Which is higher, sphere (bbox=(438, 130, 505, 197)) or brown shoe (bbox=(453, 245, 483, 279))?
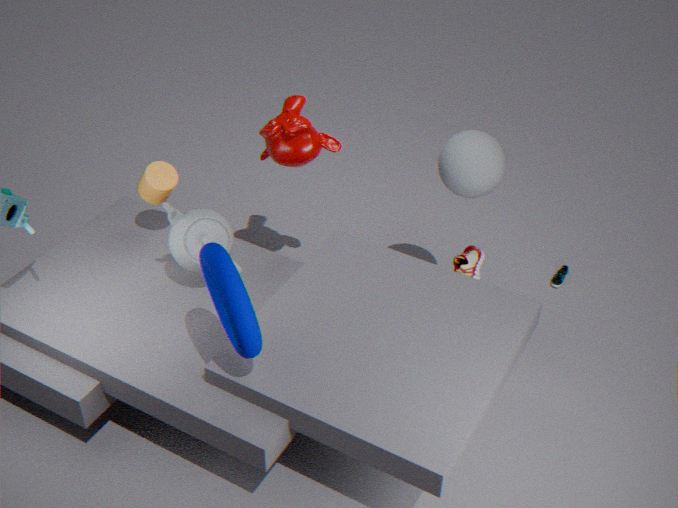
sphere (bbox=(438, 130, 505, 197))
